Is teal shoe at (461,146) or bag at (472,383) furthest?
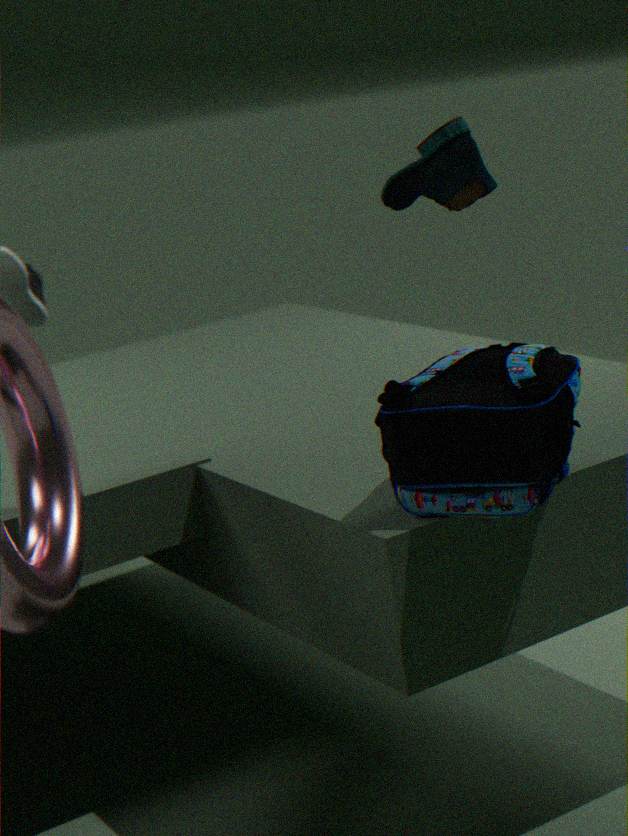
bag at (472,383)
